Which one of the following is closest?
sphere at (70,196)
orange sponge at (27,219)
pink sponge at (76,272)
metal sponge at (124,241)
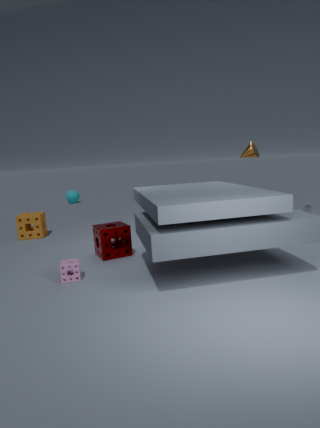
pink sponge at (76,272)
